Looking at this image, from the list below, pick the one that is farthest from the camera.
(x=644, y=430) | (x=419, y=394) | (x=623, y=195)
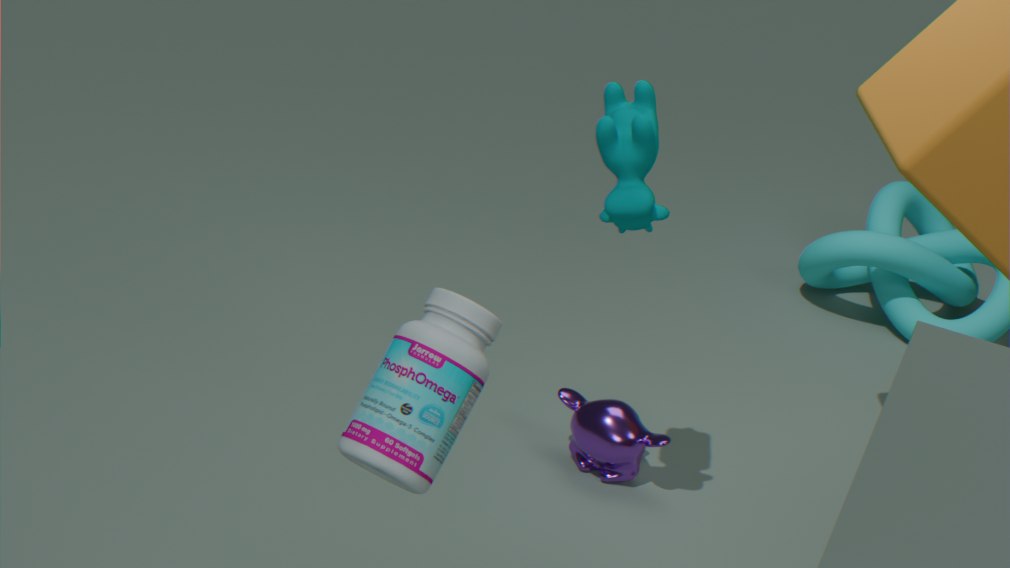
(x=644, y=430)
